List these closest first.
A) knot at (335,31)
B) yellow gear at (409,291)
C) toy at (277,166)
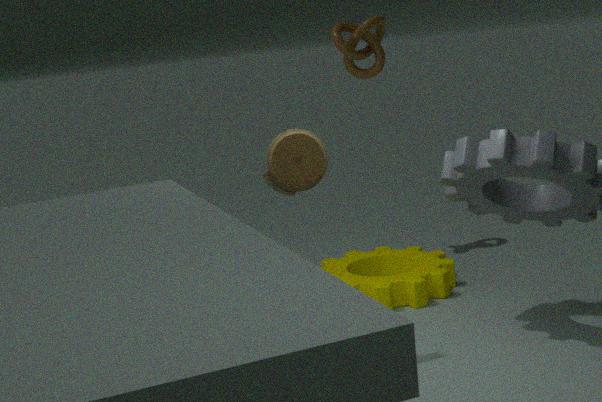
toy at (277,166), yellow gear at (409,291), knot at (335,31)
